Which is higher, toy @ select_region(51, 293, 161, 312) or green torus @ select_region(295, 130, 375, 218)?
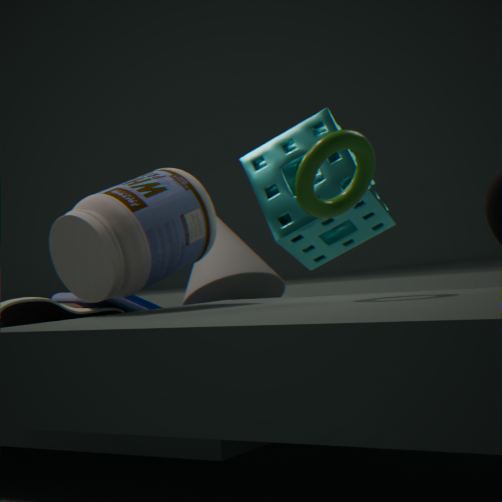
green torus @ select_region(295, 130, 375, 218)
